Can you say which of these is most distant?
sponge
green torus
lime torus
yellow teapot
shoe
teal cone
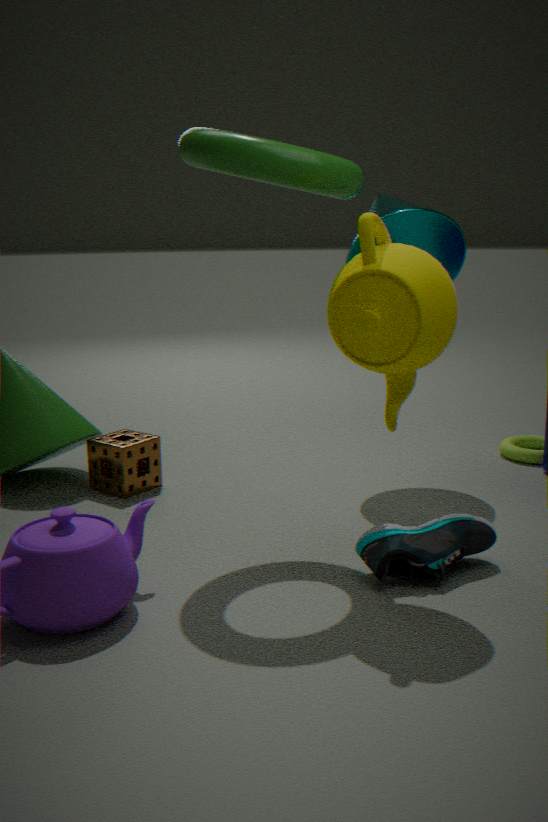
lime torus
